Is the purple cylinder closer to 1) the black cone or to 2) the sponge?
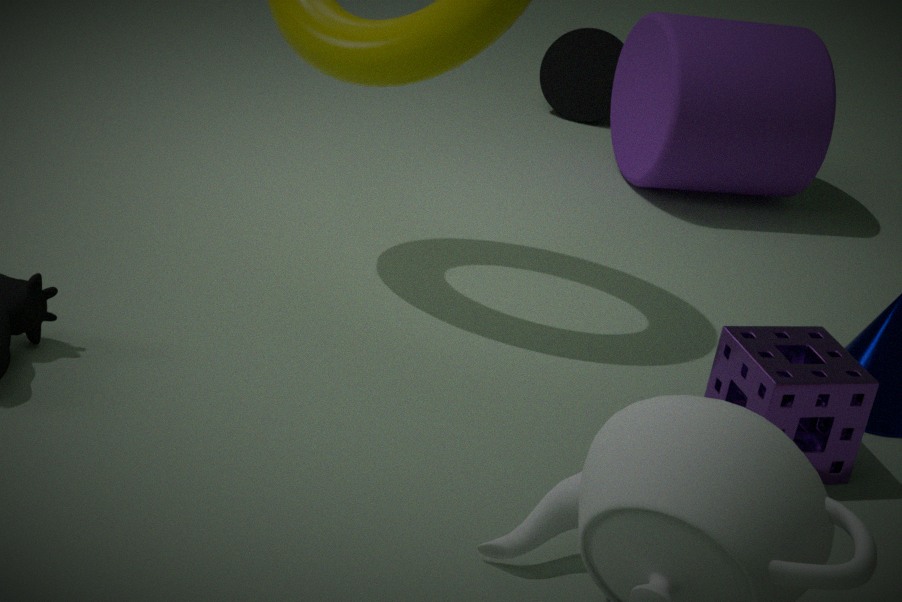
1) the black cone
